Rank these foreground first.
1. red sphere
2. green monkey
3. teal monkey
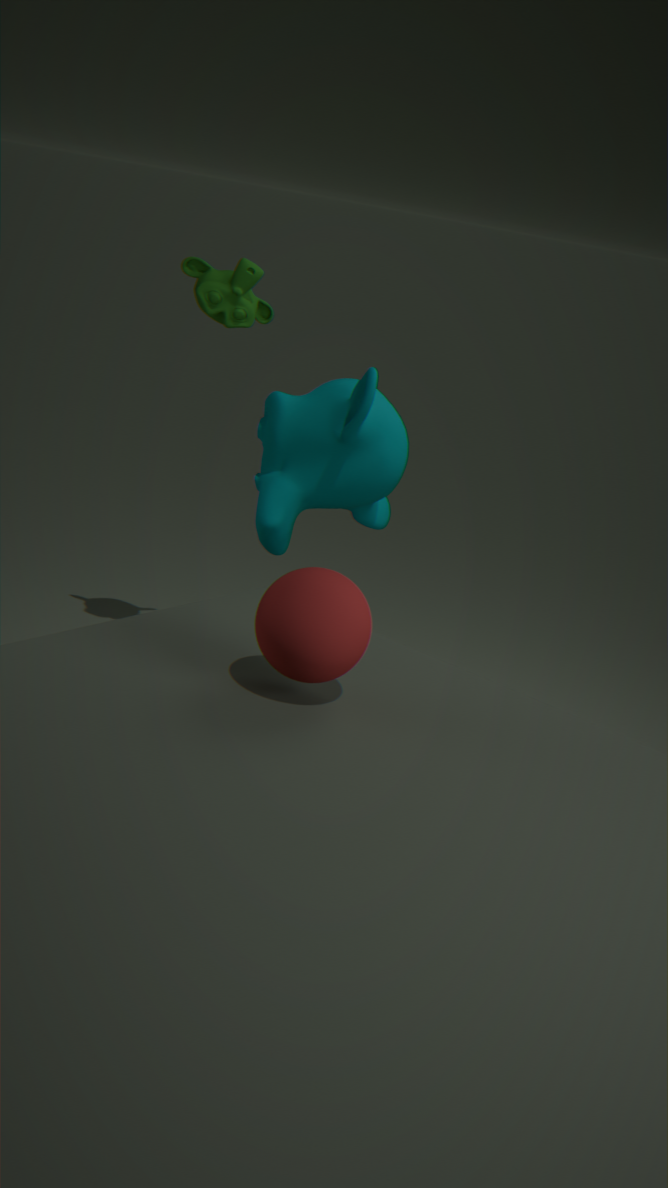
red sphere, teal monkey, green monkey
